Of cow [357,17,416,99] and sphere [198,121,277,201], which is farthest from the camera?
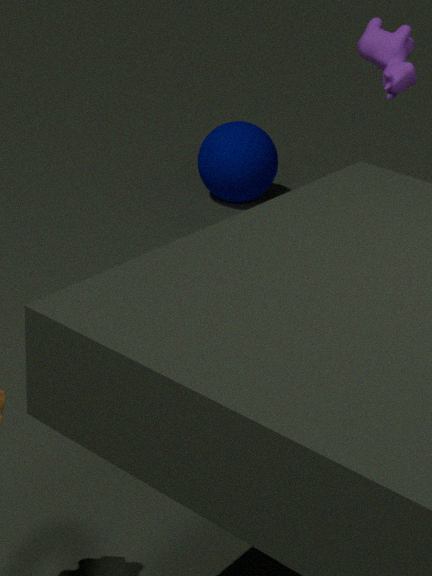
sphere [198,121,277,201]
